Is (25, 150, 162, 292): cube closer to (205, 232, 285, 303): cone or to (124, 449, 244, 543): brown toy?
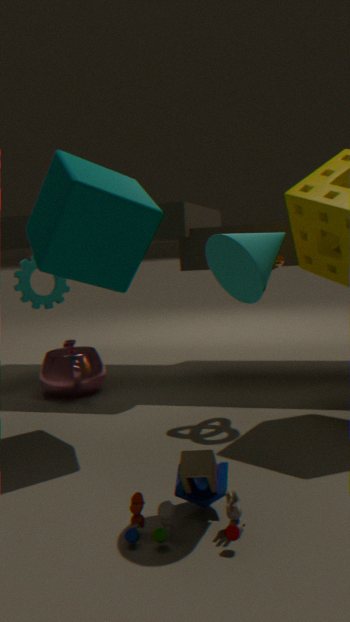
(205, 232, 285, 303): cone
